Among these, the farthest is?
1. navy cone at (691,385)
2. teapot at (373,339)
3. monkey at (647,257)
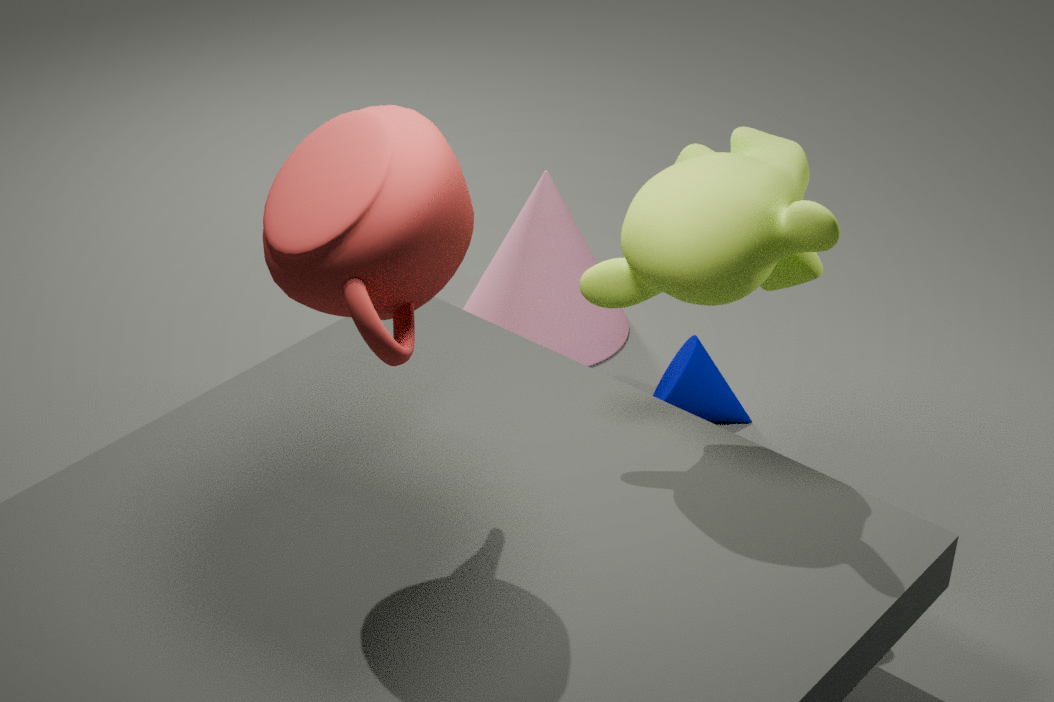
navy cone at (691,385)
